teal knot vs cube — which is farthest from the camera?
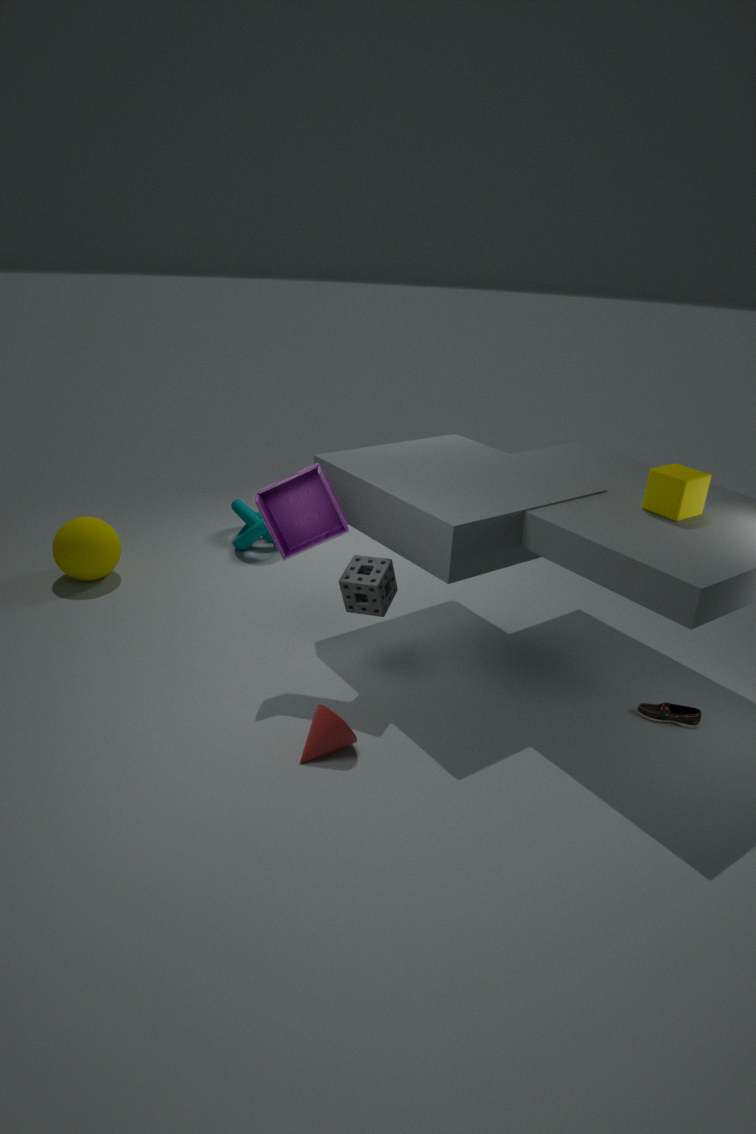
teal knot
